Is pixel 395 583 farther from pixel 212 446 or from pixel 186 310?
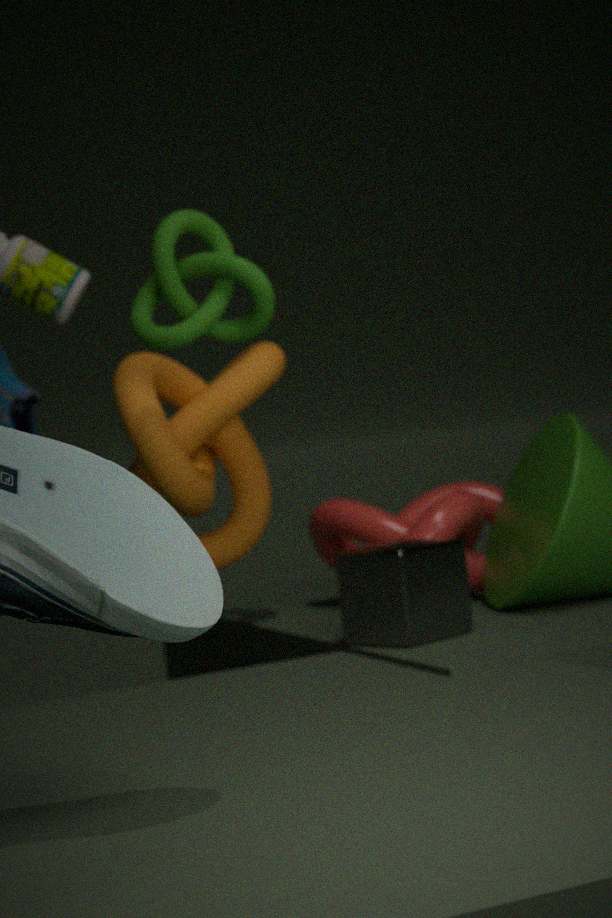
pixel 186 310
